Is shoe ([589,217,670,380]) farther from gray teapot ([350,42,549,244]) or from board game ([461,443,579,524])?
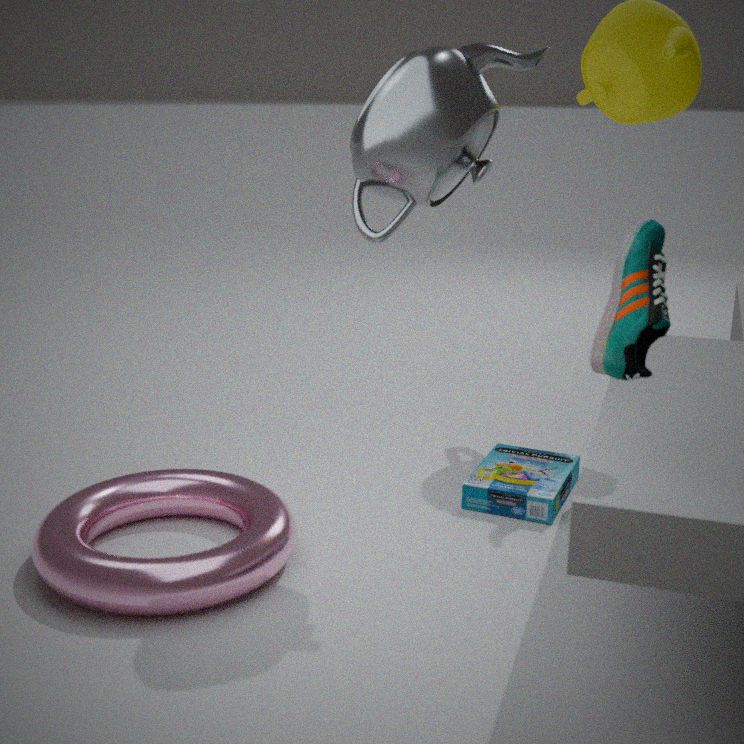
board game ([461,443,579,524])
